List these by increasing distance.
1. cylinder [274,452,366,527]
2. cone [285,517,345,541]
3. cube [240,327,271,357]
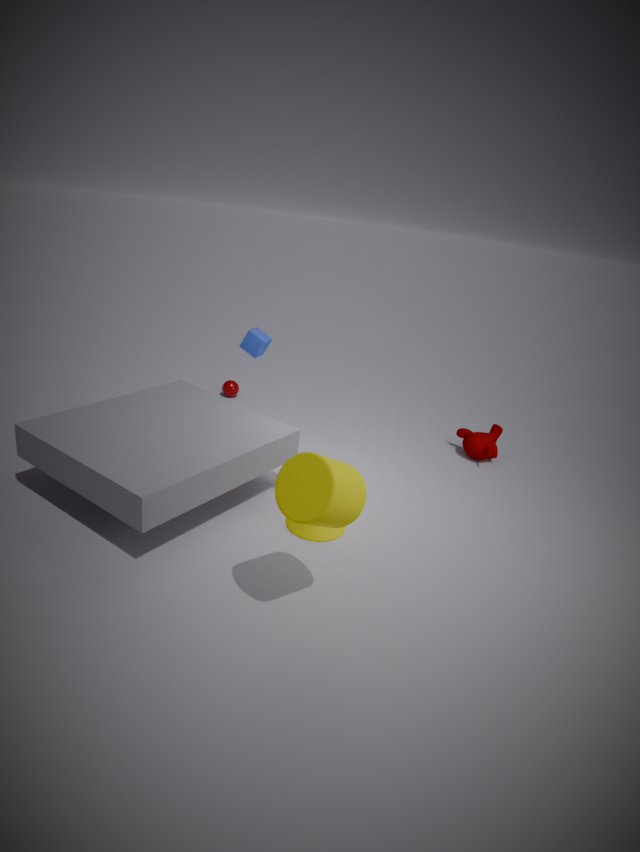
cylinder [274,452,366,527], cone [285,517,345,541], cube [240,327,271,357]
